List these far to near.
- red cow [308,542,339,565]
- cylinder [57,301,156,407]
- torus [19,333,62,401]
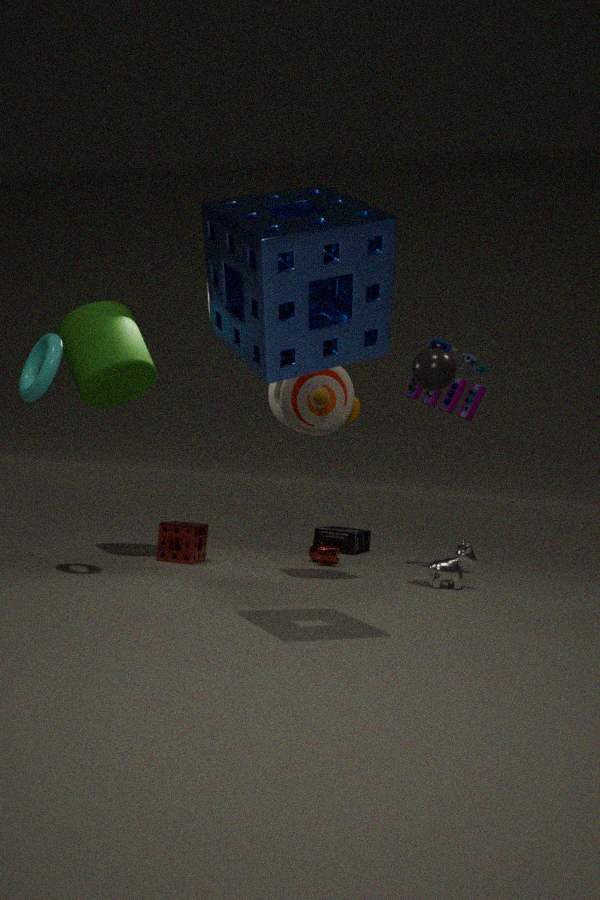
red cow [308,542,339,565], cylinder [57,301,156,407], torus [19,333,62,401]
